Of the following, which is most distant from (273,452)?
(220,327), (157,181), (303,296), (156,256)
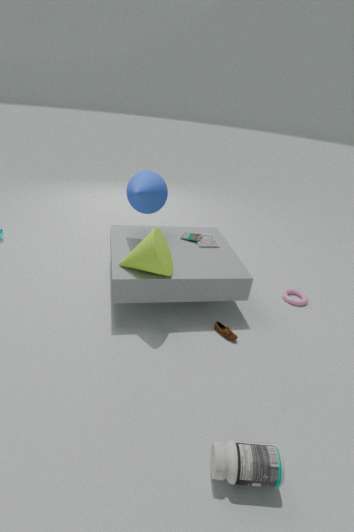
(157,181)
